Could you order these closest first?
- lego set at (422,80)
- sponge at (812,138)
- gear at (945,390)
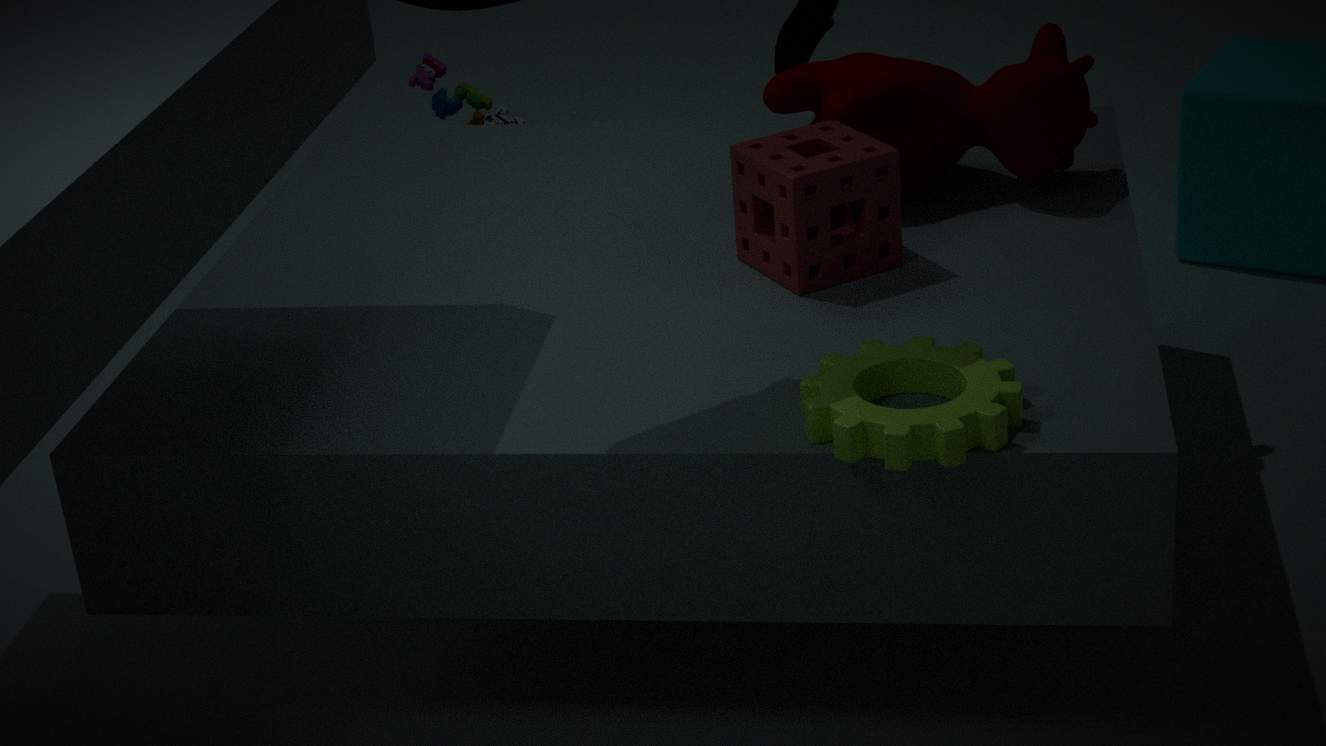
gear at (945,390) → sponge at (812,138) → lego set at (422,80)
